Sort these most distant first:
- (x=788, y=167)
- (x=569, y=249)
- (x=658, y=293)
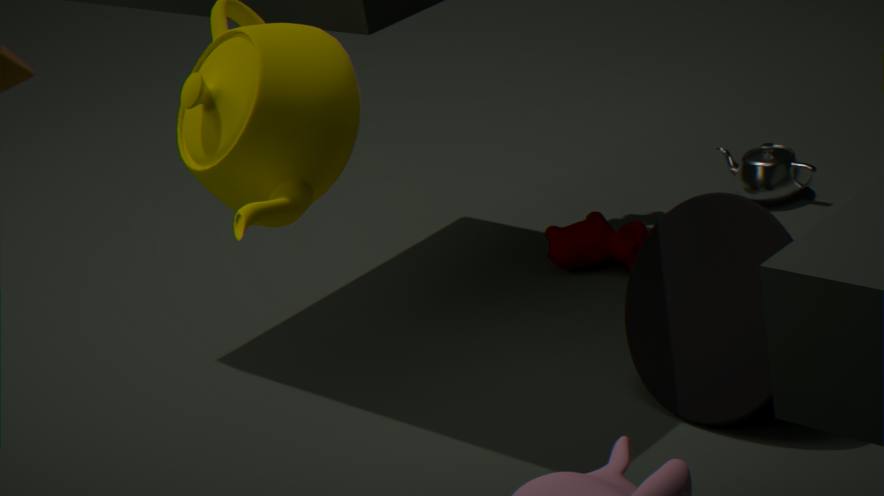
1. (x=788, y=167)
2. (x=569, y=249)
3. (x=658, y=293)
